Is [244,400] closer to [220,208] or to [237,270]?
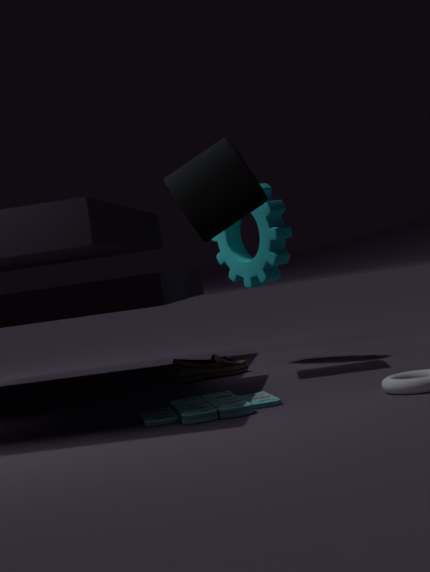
[220,208]
